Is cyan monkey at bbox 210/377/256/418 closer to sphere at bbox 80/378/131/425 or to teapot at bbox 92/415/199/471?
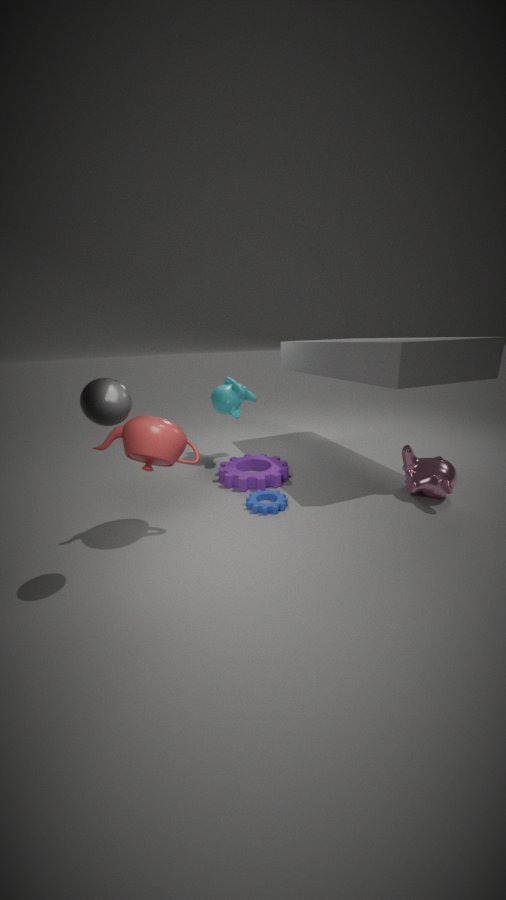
teapot at bbox 92/415/199/471
